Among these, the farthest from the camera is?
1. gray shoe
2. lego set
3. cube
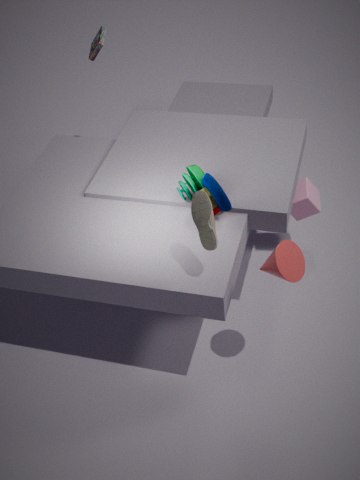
lego set
